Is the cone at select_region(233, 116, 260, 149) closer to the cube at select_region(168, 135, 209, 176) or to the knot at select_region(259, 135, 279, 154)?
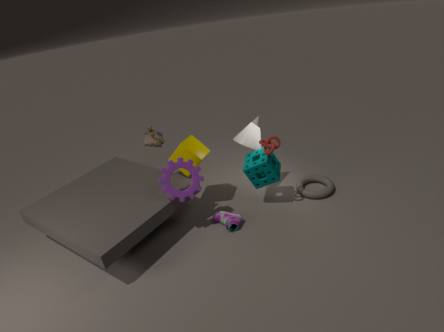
the knot at select_region(259, 135, 279, 154)
